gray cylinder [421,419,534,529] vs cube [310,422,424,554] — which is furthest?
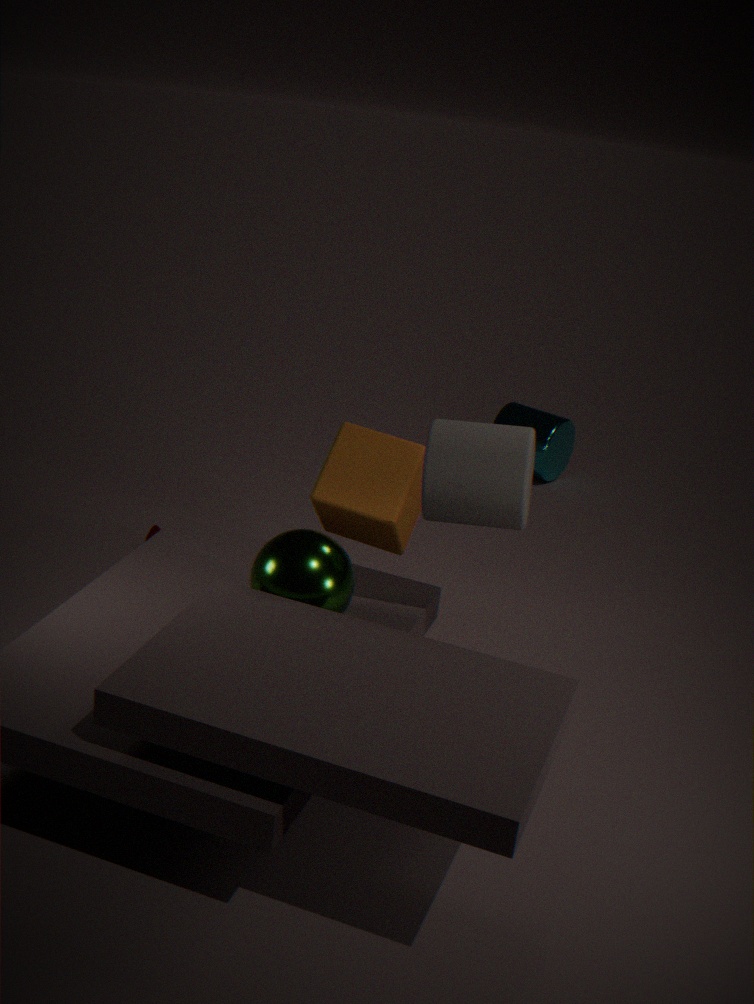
cube [310,422,424,554]
